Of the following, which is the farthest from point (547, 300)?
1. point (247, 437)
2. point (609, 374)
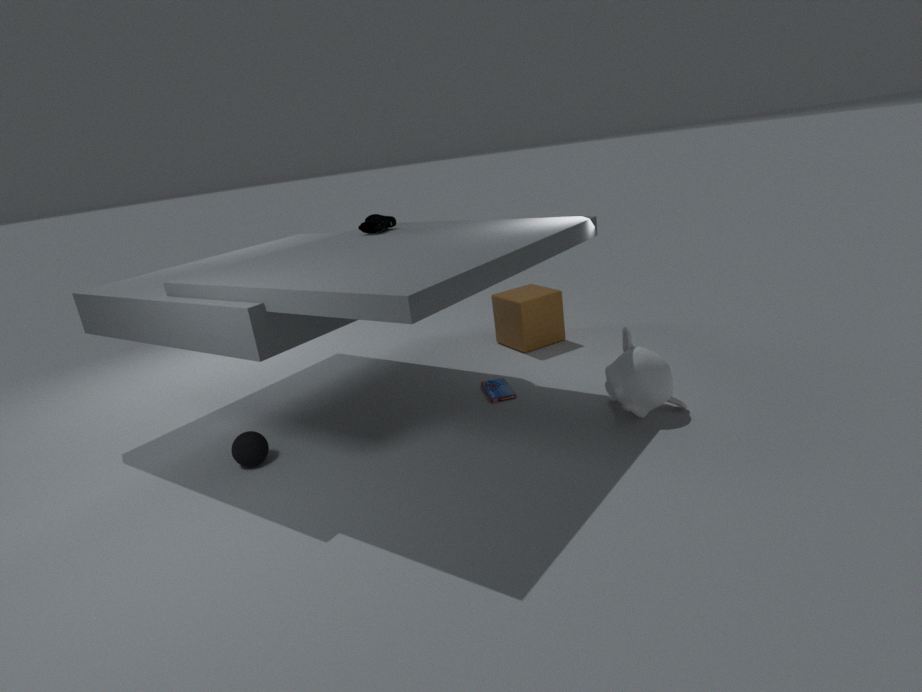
point (247, 437)
